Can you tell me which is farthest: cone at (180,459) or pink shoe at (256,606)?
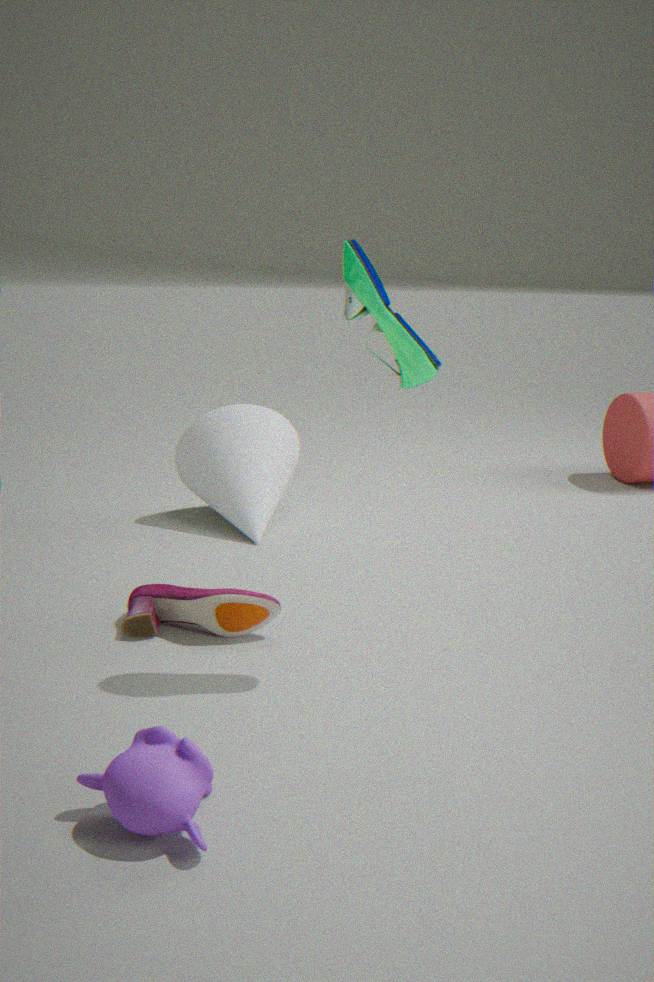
cone at (180,459)
